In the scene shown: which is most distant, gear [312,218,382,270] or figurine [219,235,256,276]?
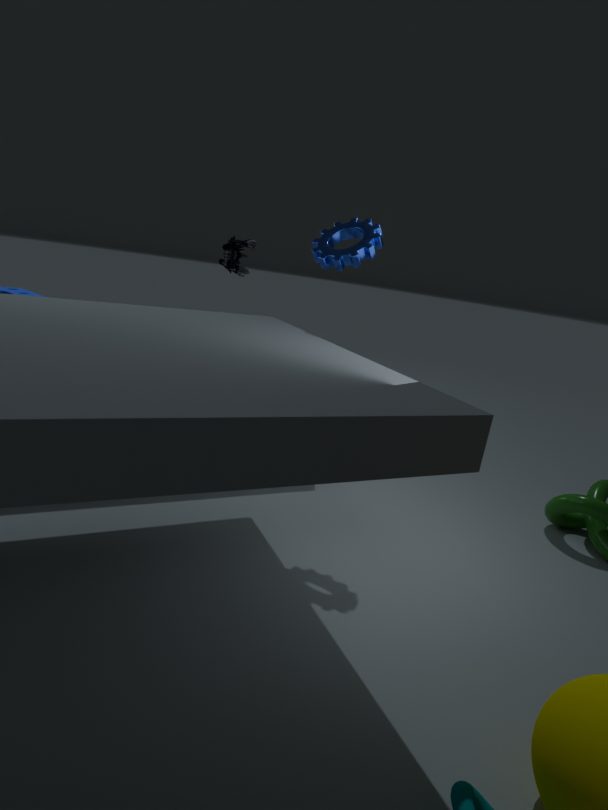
figurine [219,235,256,276]
